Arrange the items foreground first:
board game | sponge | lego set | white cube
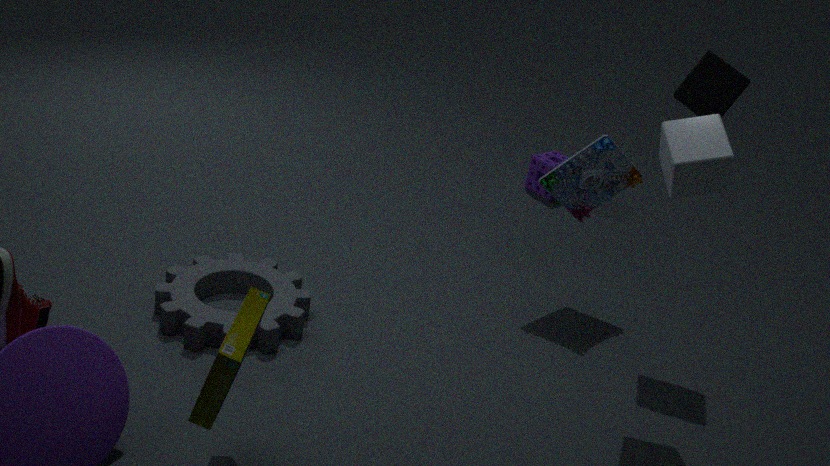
lego set < white cube < board game < sponge
